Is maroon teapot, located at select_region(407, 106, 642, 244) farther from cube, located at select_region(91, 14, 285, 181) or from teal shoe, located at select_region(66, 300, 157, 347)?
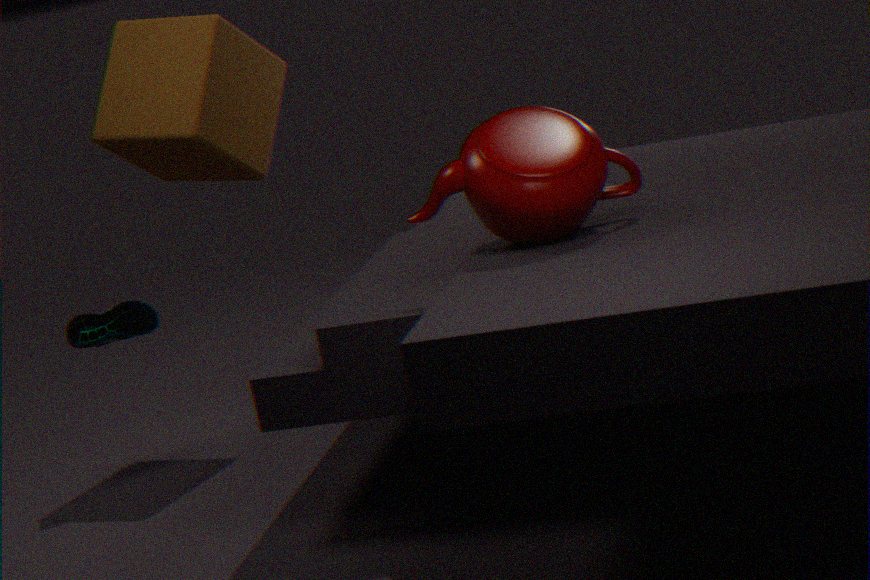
teal shoe, located at select_region(66, 300, 157, 347)
